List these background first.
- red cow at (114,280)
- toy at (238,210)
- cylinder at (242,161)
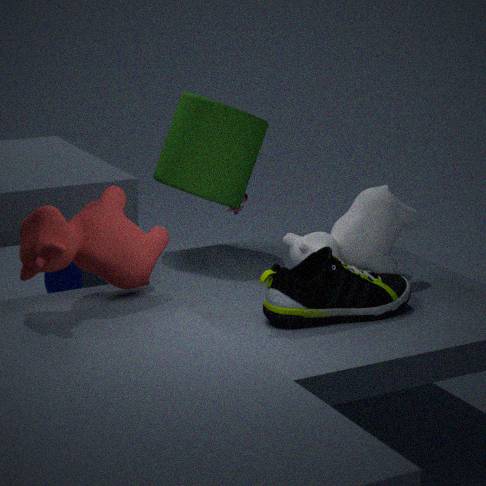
toy at (238,210) → cylinder at (242,161) → red cow at (114,280)
